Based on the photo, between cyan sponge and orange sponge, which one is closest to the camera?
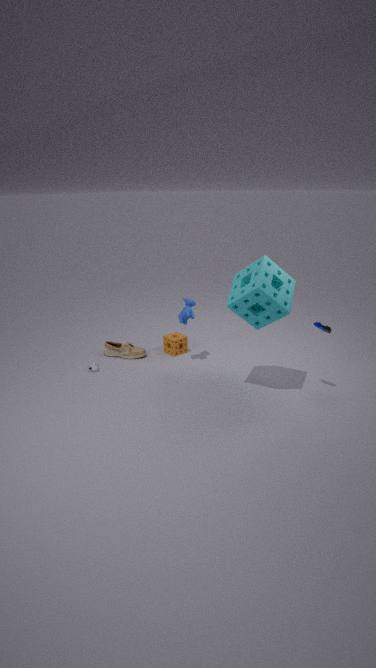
cyan sponge
